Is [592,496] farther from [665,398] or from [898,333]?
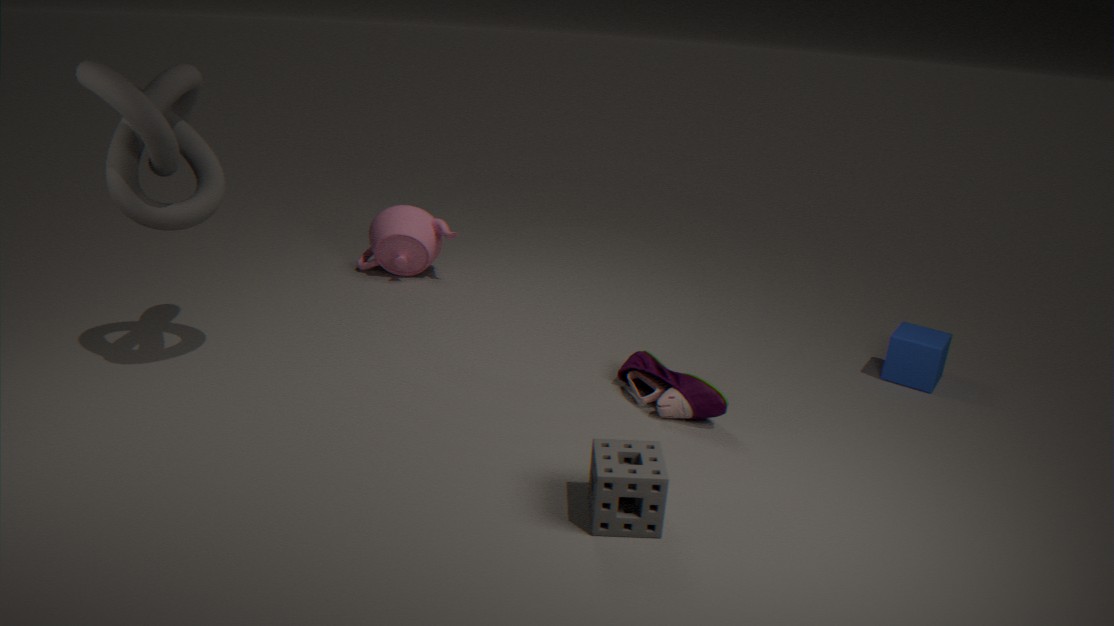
[898,333]
